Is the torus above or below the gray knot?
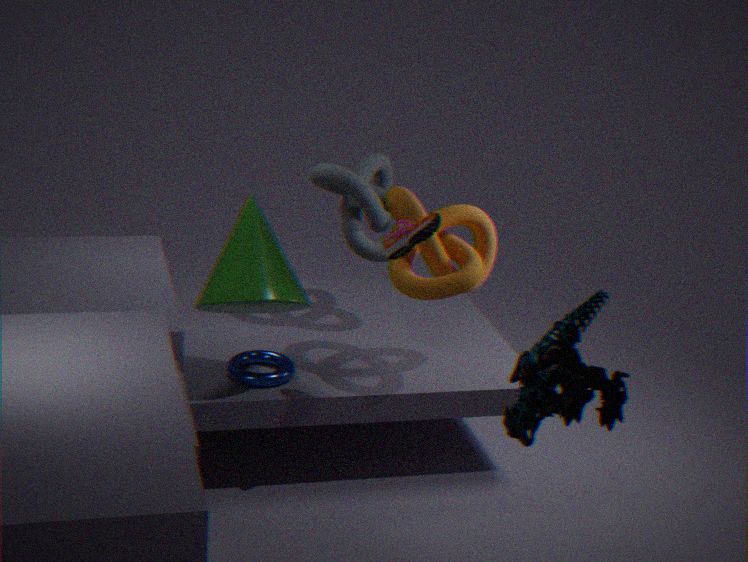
below
